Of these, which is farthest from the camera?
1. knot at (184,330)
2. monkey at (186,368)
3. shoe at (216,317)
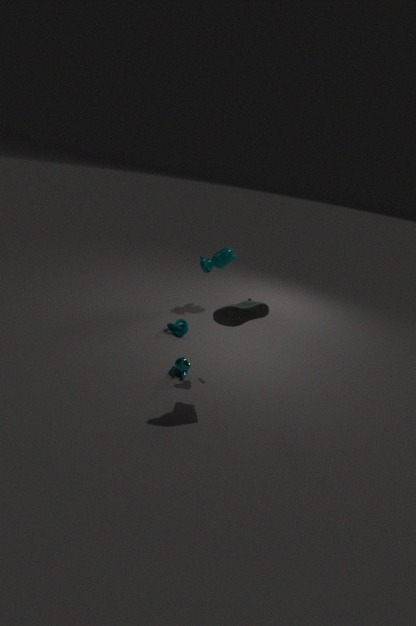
knot at (184,330)
